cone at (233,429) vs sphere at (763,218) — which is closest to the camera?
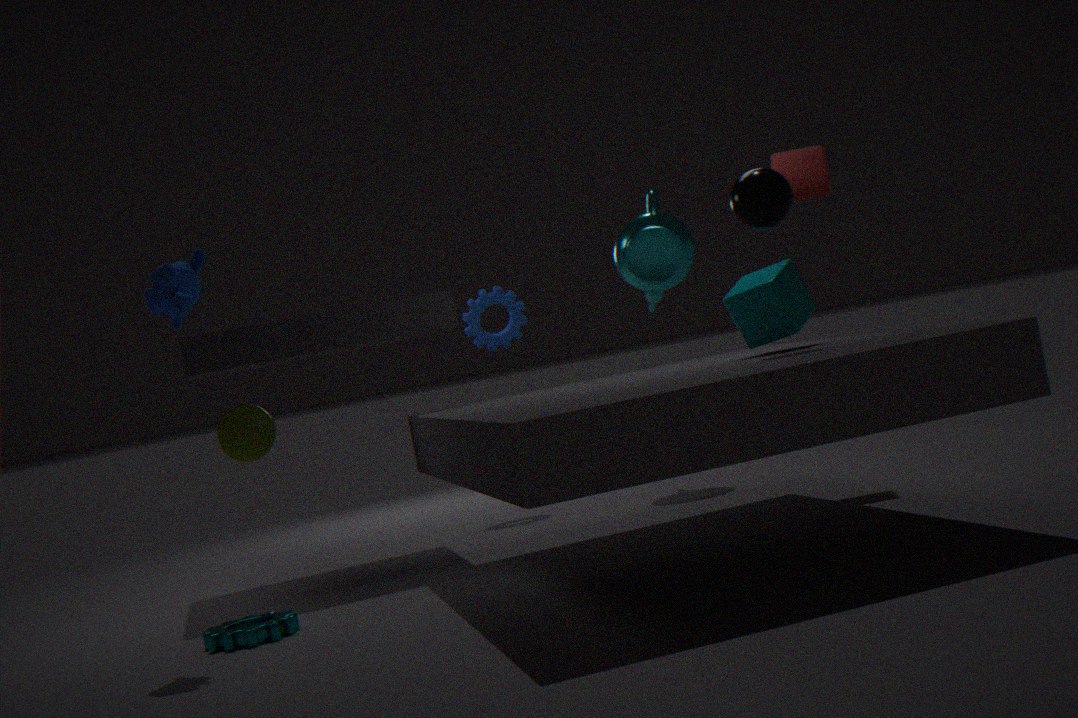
sphere at (763,218)
